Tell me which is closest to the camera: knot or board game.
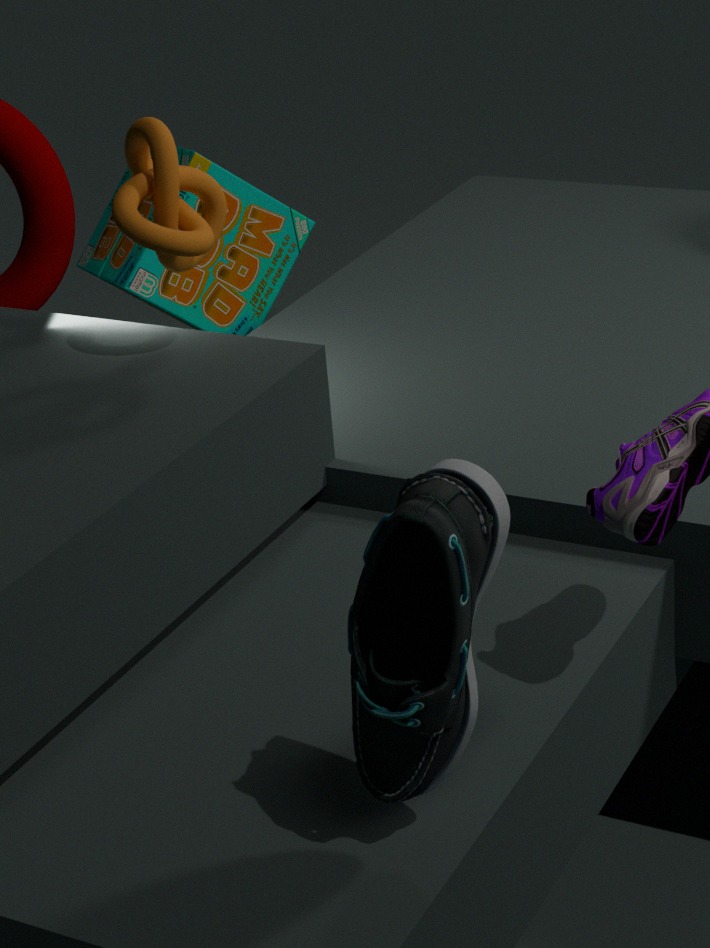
knot
